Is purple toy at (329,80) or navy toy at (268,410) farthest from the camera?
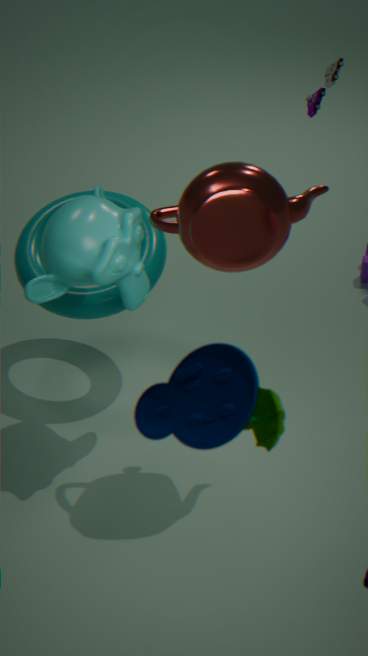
purple toy at (329,80)
